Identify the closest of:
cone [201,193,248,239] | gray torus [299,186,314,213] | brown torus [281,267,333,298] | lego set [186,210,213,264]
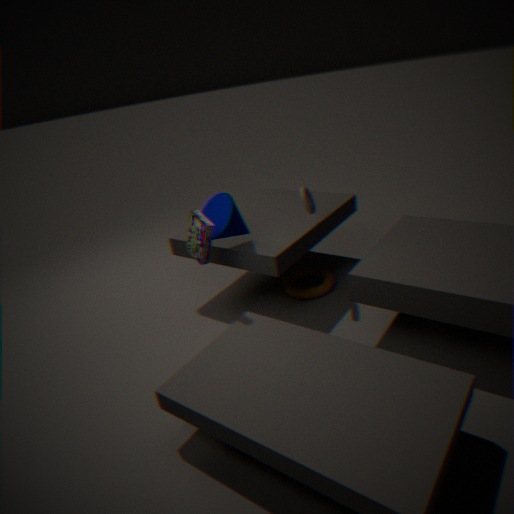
lego set [186,210,213,264]
